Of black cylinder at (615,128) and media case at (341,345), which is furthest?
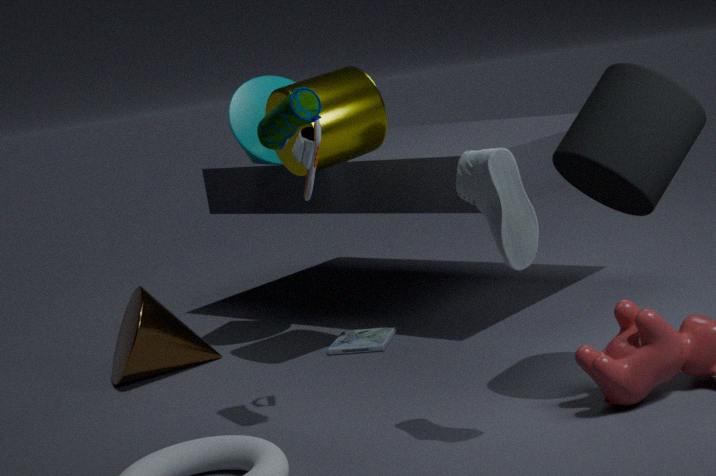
media case at (341,345)
